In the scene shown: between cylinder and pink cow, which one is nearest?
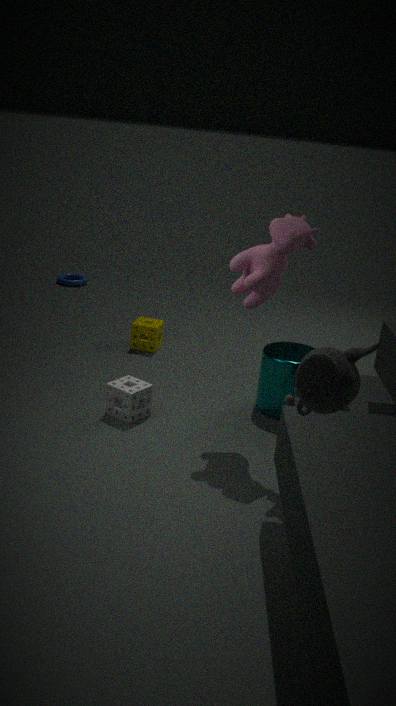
pink cow
